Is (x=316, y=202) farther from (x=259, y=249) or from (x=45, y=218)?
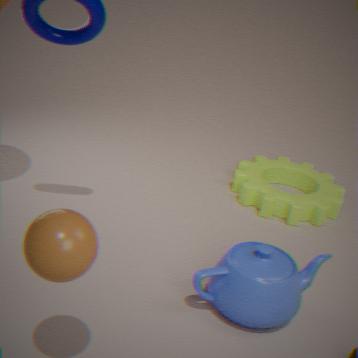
(x=45, y=218)
